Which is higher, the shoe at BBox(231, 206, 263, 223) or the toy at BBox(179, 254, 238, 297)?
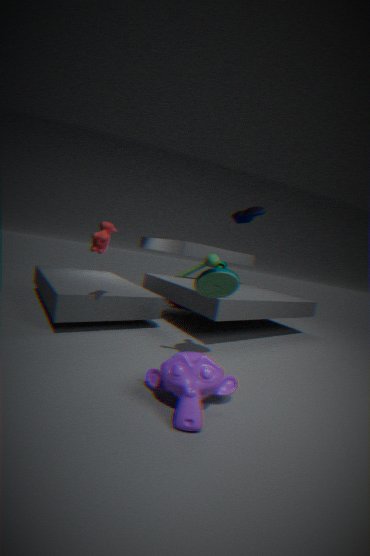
the shoe at BBox(231, 206, 263, 223)
